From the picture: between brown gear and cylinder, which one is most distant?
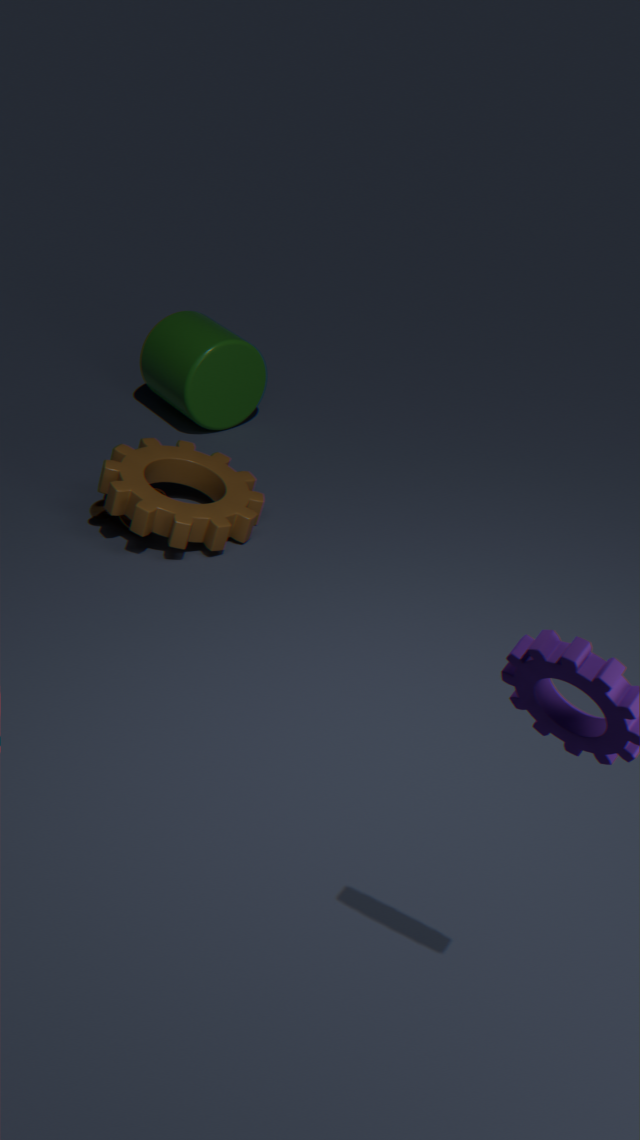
cylinder
